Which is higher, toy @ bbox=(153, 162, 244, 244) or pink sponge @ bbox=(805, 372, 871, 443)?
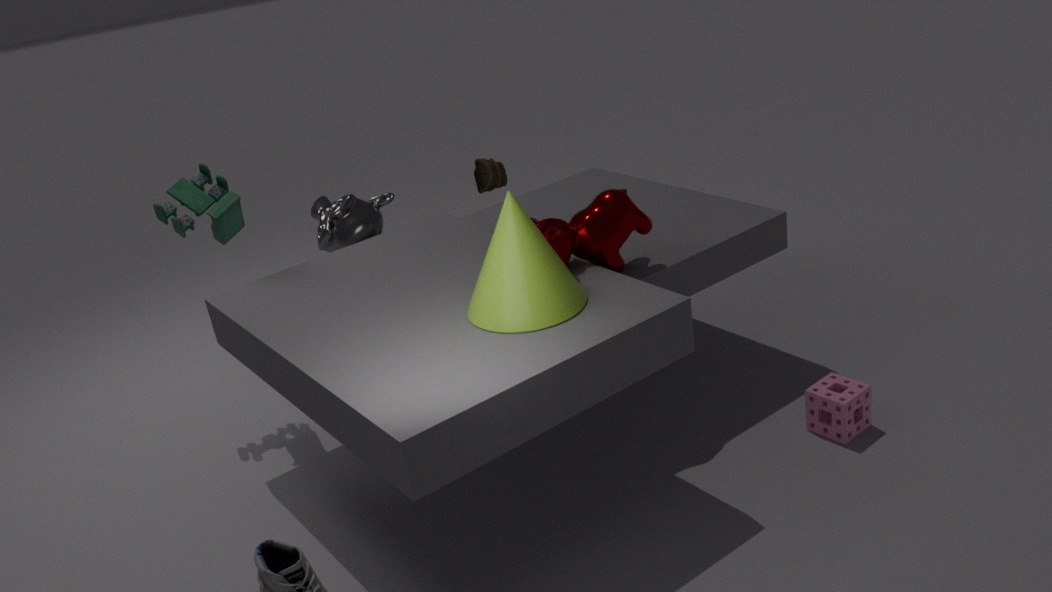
toy @ bbox=(153, 162, 244, 244)
